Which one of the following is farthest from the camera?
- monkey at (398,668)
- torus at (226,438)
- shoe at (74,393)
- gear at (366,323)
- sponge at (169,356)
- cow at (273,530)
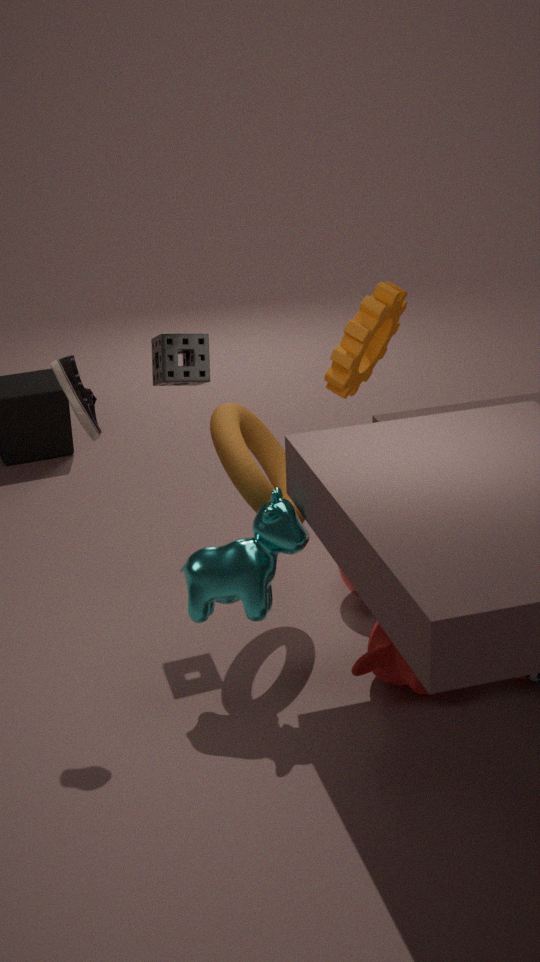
gear at (366,323)
